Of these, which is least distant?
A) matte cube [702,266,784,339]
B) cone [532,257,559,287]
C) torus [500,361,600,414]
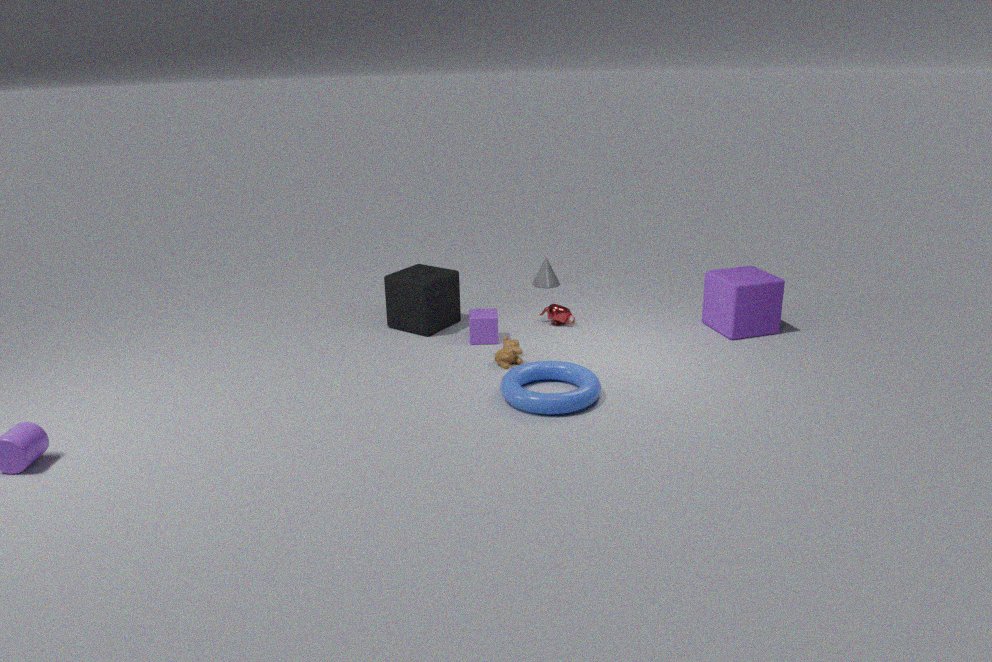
torus [500,361,600,414]
